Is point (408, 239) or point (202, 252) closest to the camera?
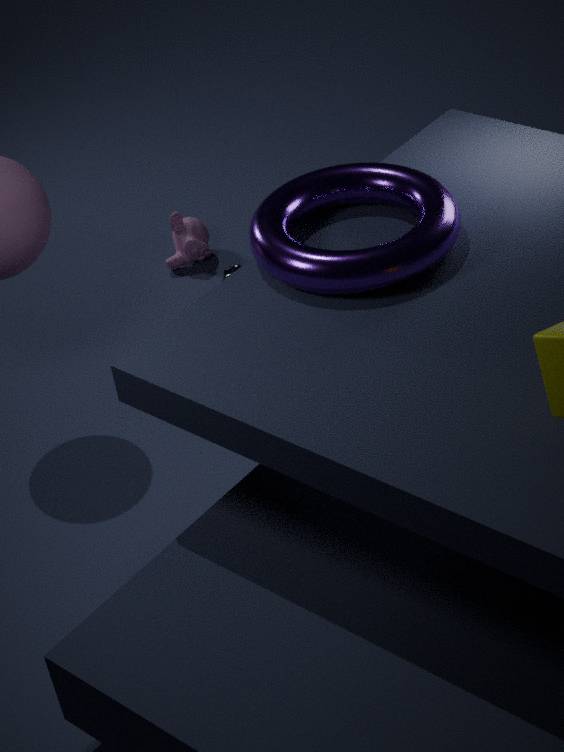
point (408, 239)
